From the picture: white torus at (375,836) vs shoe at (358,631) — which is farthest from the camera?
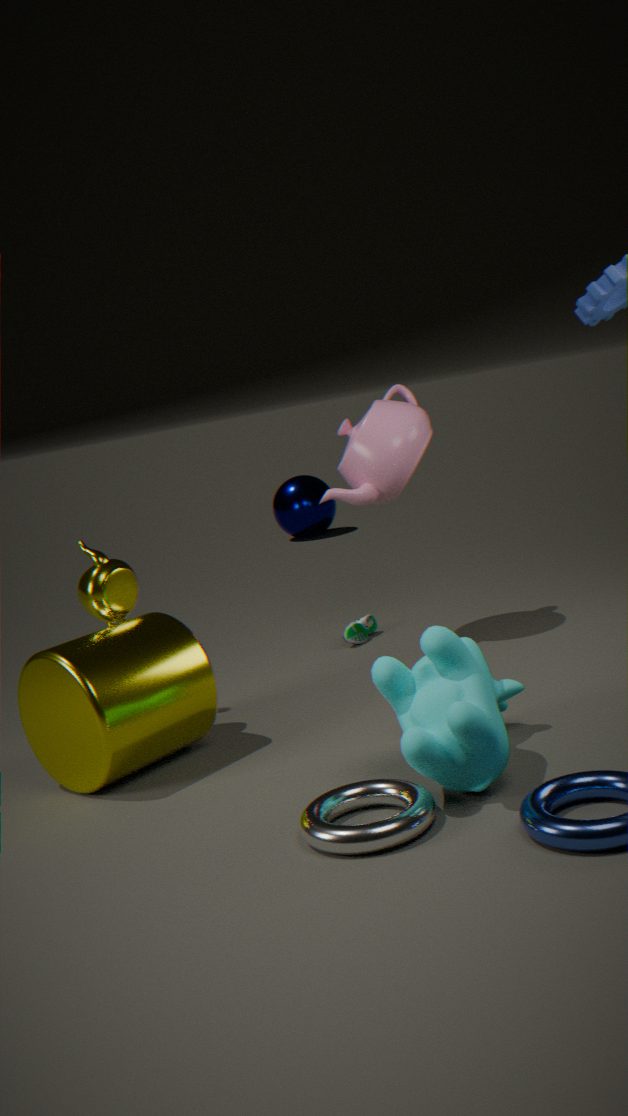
shoe at (358,631)
